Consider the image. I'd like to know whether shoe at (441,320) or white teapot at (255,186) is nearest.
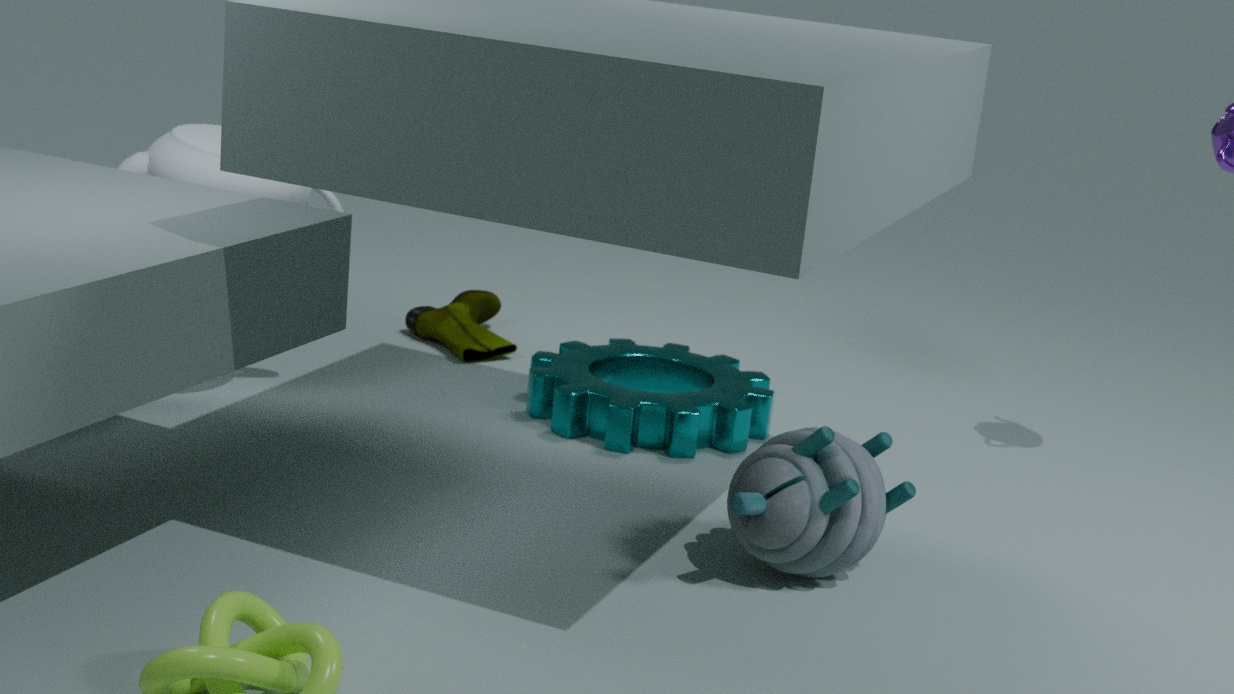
white teapot at (255,186)
